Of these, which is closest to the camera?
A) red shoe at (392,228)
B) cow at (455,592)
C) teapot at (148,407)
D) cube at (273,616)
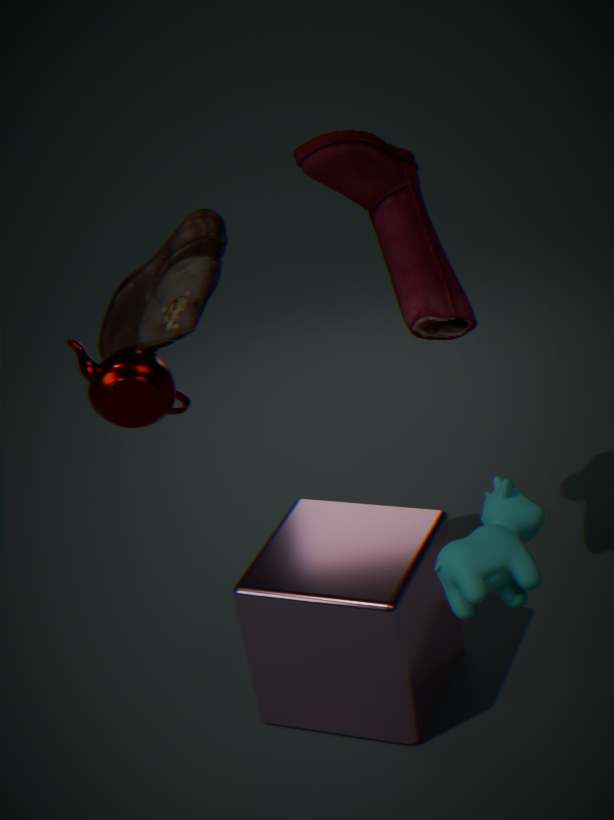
cow at (455,592)
